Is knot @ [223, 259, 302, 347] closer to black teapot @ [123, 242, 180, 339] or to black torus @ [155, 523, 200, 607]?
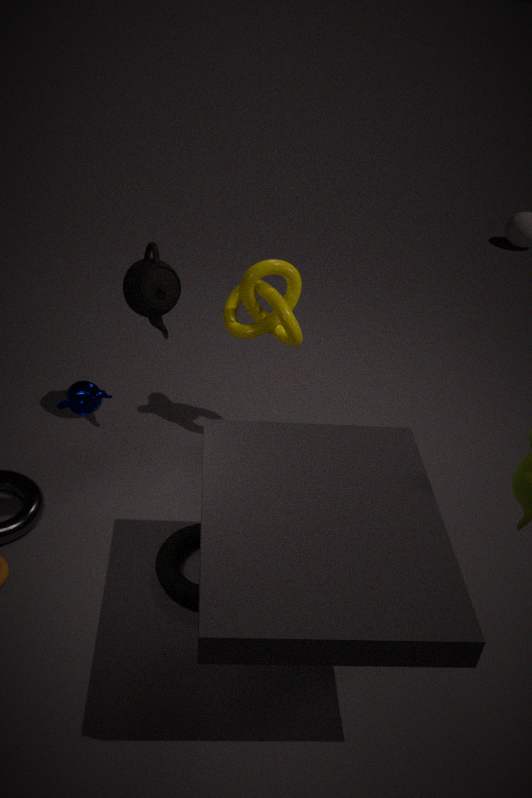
black teapot @ [123, 242, 180, 339]
